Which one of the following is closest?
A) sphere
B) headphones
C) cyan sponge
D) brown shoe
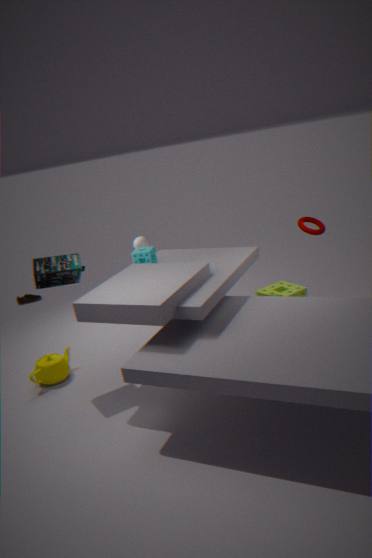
headphones
